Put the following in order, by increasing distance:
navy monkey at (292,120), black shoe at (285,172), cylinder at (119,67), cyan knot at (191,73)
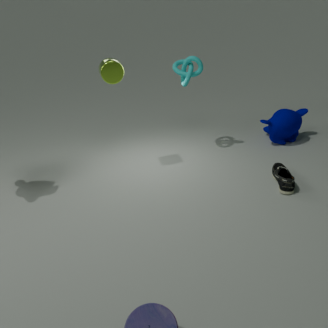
black shoe at (285,172), cylinder at (119,67), cyan knot at (191,73), navy monkey at (292,120)
